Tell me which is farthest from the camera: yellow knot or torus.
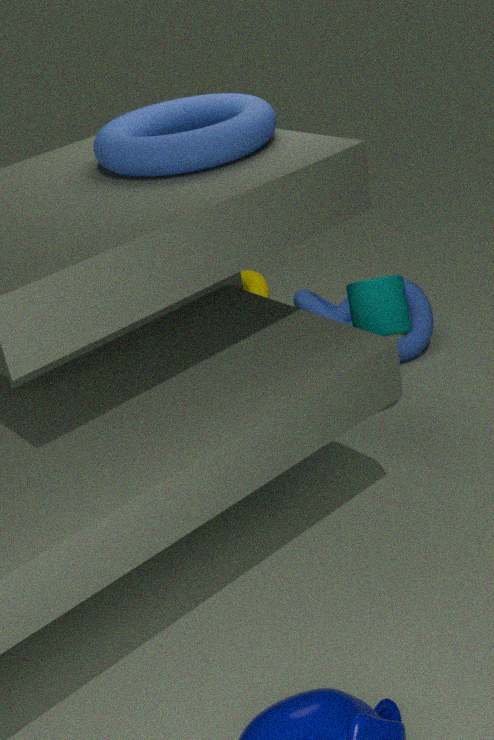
yellow knot
